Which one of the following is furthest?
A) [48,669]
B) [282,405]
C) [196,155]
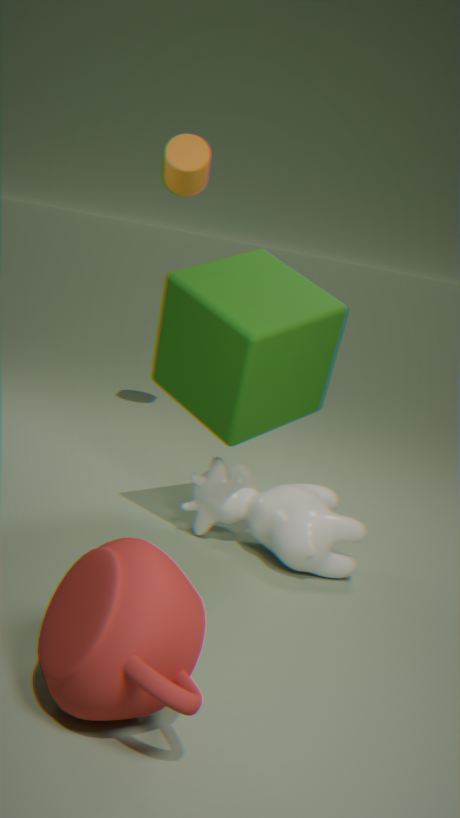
[196,155]
